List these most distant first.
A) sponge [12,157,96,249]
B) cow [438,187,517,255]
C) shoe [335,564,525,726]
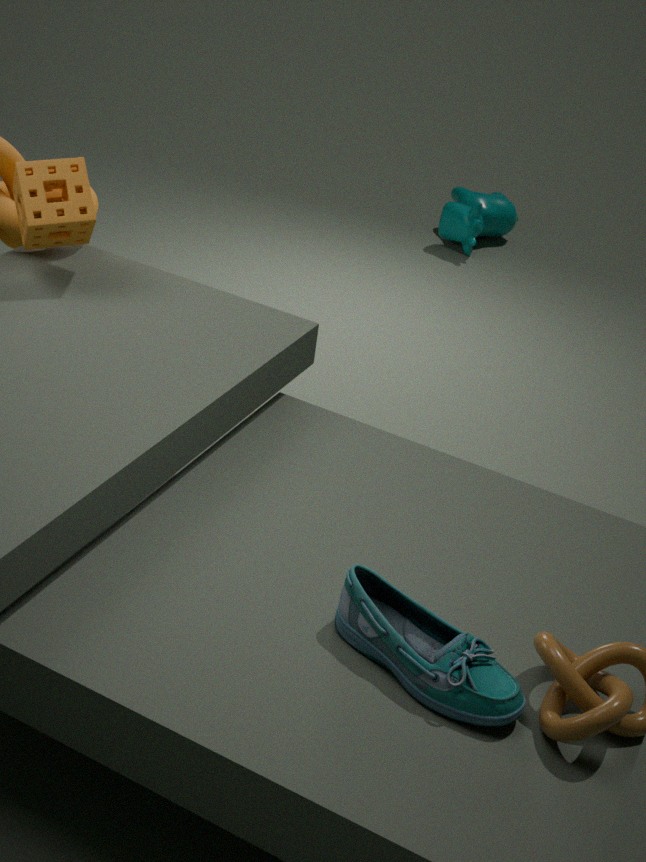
1. cow [438,187,517,255]
2. sponge [12,157,96,249]
3. shoe [335,564,525,726]
